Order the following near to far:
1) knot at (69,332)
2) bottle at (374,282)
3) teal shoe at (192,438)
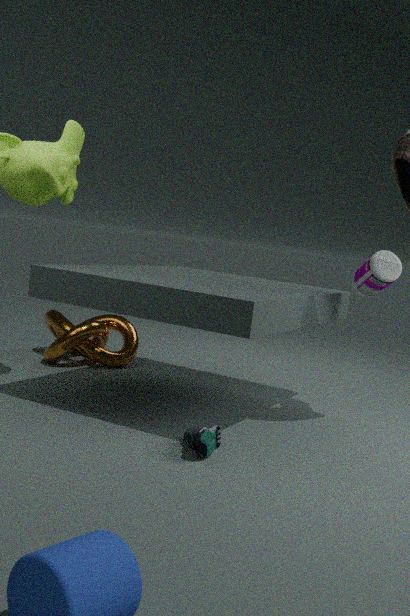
3. teal shoe at (192,438)
2. bottle at (374,282)
1. knot at (69,332)
